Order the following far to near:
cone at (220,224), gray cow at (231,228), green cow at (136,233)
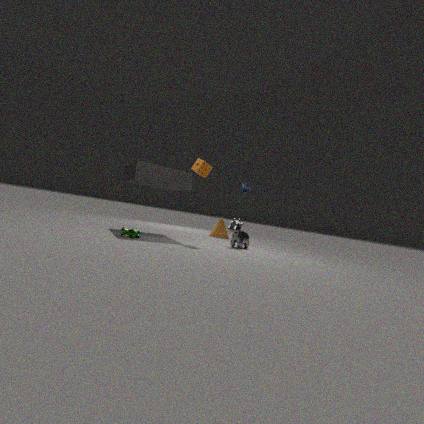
cone at (220,224), gray cow at (231,228), green cow at (136,233)
